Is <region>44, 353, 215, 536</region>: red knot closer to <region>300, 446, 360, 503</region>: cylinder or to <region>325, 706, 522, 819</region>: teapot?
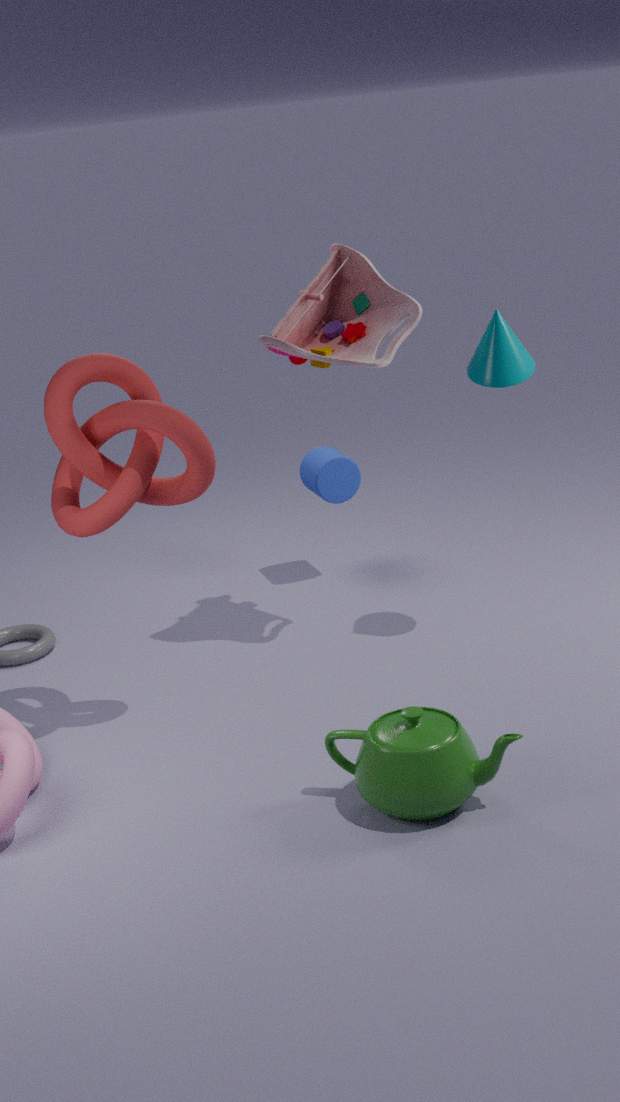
<region>325, 706, 522, 819</region>: teapot
